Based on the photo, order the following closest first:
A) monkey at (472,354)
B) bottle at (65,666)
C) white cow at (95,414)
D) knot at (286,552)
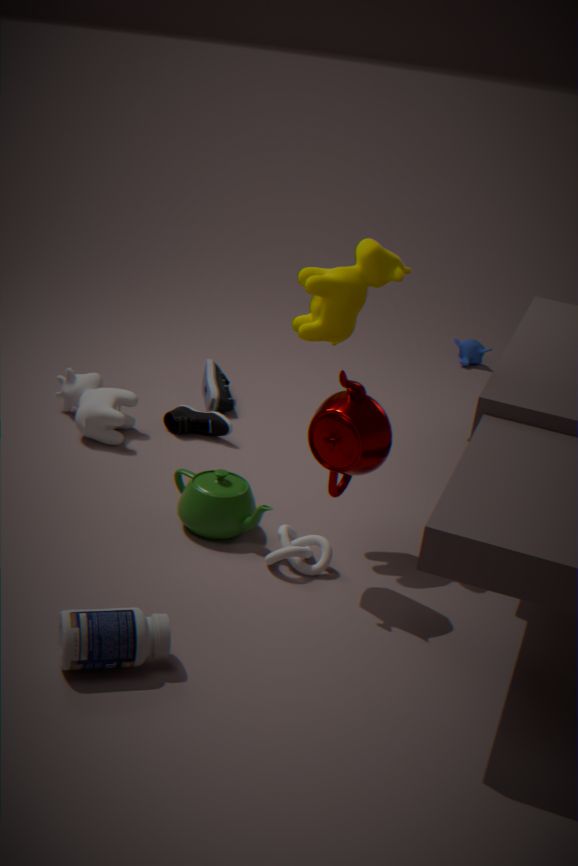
bottle at (65,666)
knot at (286,552)
white cow at (95,414)
monkey at (472,354)
